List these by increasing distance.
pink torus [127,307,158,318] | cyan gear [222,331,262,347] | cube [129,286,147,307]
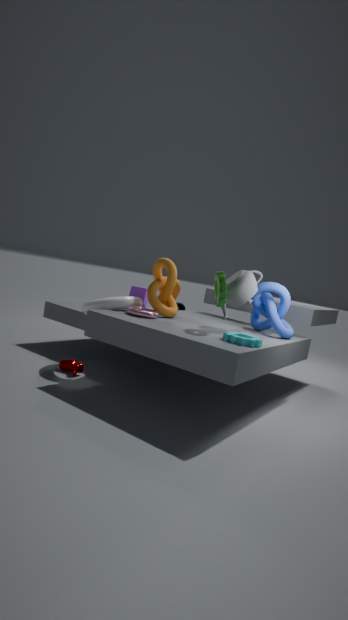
cyan gear [222,331,262,347]
pink torus [127,307,158,318]
cube [129,286,147,307]
